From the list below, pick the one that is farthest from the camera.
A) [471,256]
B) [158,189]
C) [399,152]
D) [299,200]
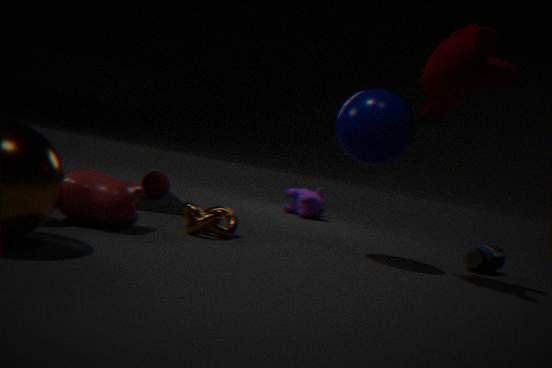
[299,200]
